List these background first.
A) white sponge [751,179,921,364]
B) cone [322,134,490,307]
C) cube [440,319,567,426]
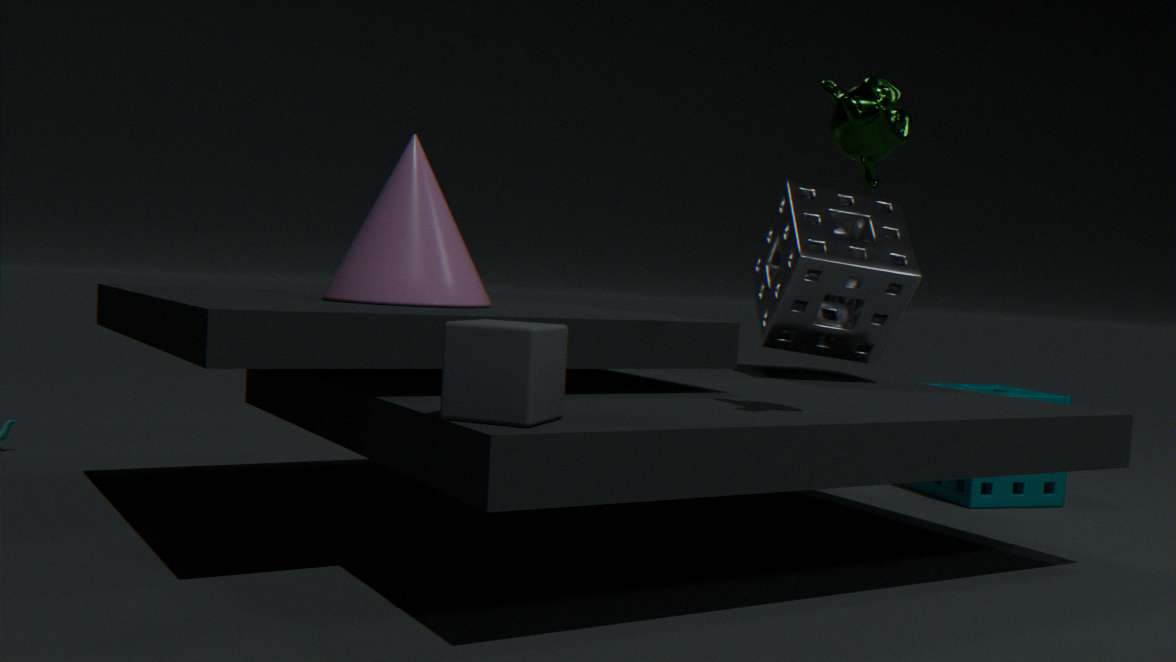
white sponge [751,179,921,364]
cone [322,134,490,307]
cube [440,319,567,426]
